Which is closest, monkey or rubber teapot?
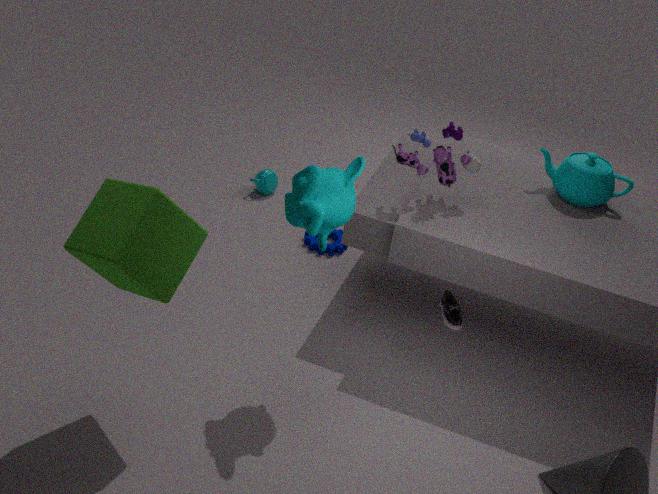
monkey
